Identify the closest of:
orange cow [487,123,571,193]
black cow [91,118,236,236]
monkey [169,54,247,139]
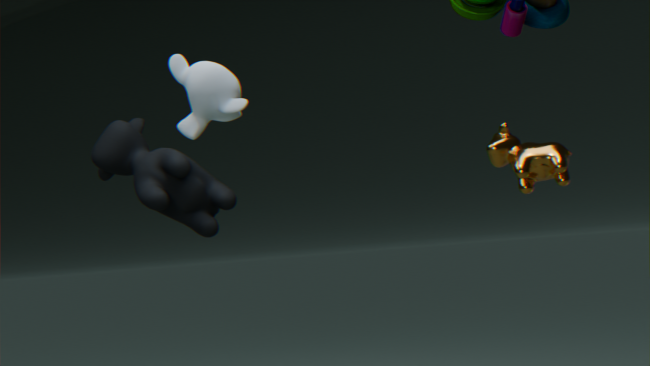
monkey [169,54,247,139]
